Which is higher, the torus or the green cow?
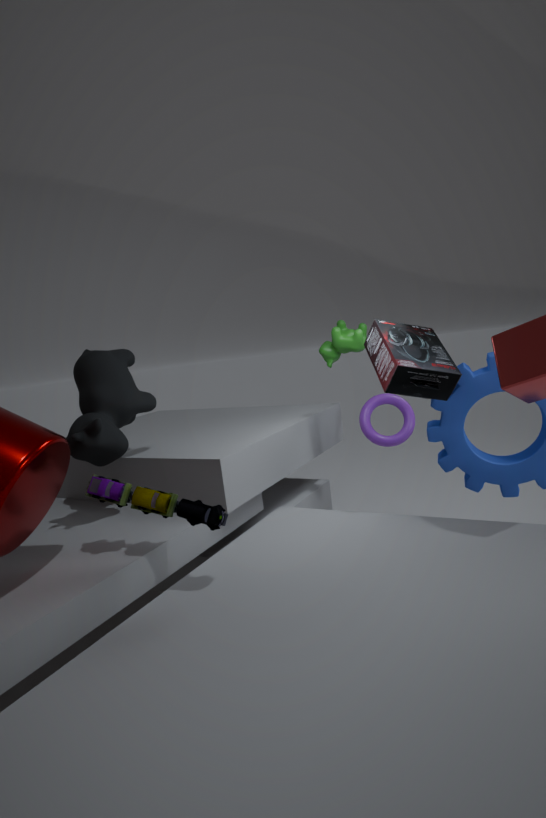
the green cow
